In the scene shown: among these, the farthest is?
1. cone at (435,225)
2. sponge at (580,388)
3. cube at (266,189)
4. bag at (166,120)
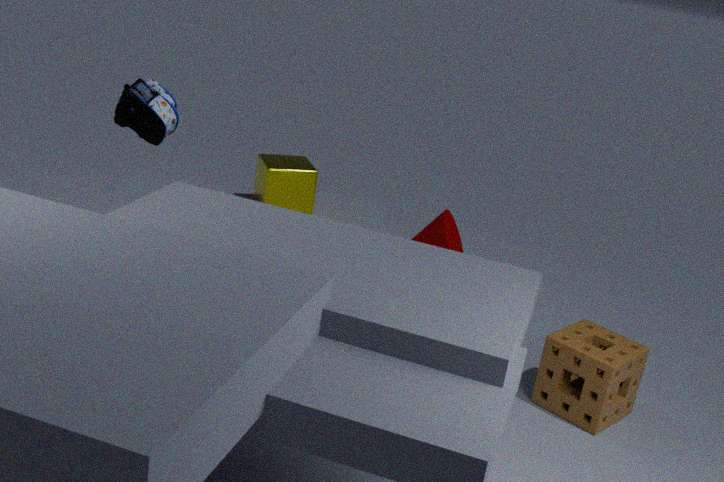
cube at (266,189)
